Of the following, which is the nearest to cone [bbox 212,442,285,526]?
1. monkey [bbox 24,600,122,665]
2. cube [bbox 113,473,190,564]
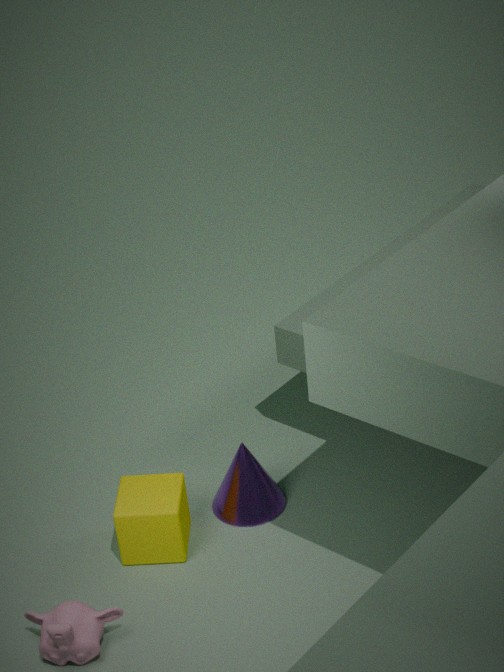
cube [bbox 113,473,190,564]
